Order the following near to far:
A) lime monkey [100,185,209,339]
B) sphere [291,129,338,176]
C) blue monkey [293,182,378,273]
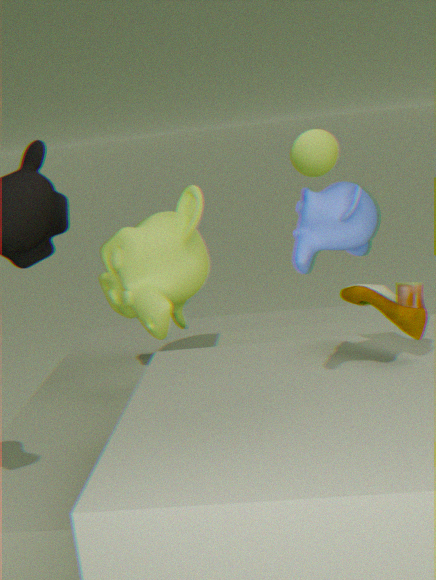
blue monkey [293,182,378,273], lime monkey [100,185,209,339], sphere [291,129,338,176]
